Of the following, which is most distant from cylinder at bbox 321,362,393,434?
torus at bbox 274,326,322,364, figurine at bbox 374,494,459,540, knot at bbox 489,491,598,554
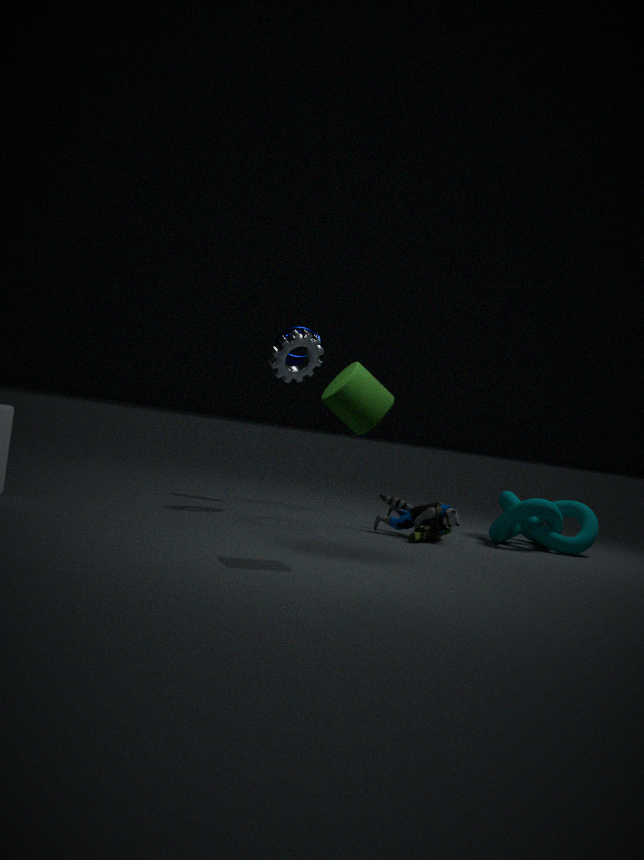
torus at bbox 274,326,322,364
